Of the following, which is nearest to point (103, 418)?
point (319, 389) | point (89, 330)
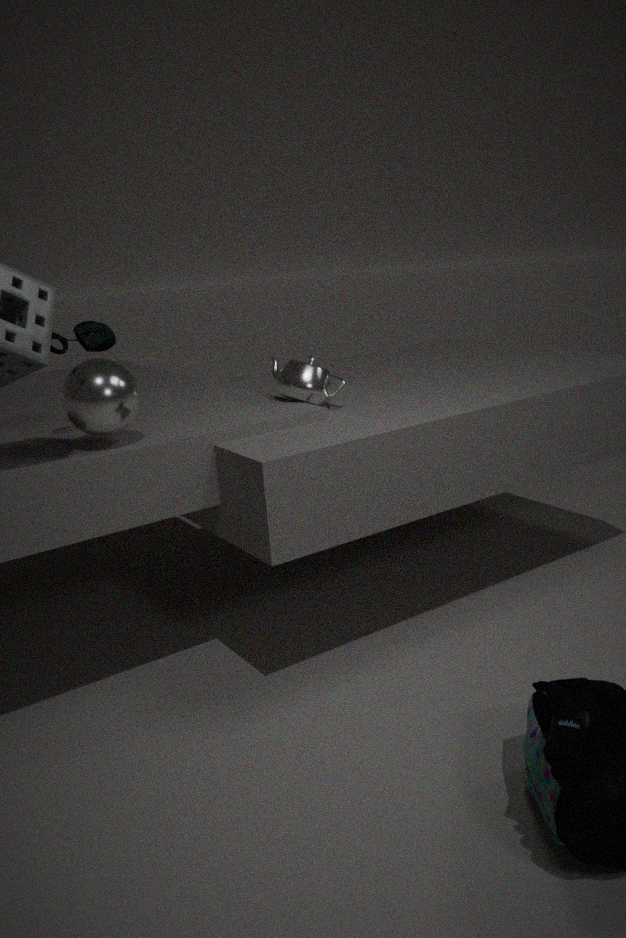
point (89, 330)
